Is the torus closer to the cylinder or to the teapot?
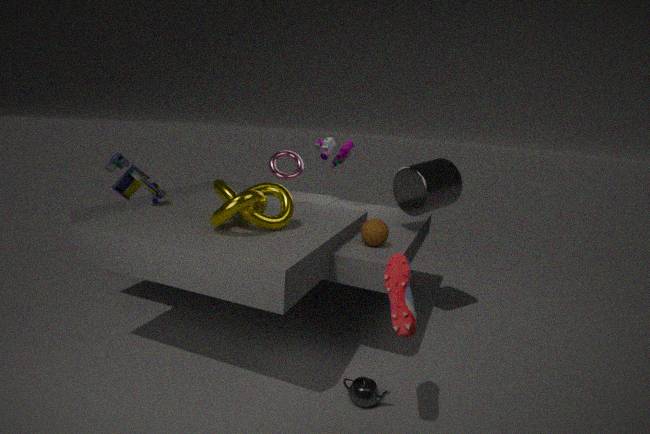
the cylinder
